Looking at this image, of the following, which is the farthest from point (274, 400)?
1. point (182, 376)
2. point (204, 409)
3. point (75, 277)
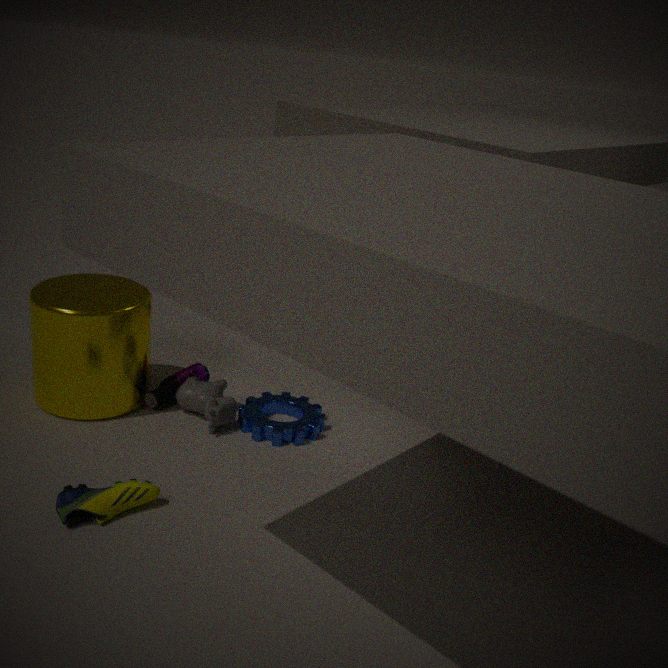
point (75, 277)
